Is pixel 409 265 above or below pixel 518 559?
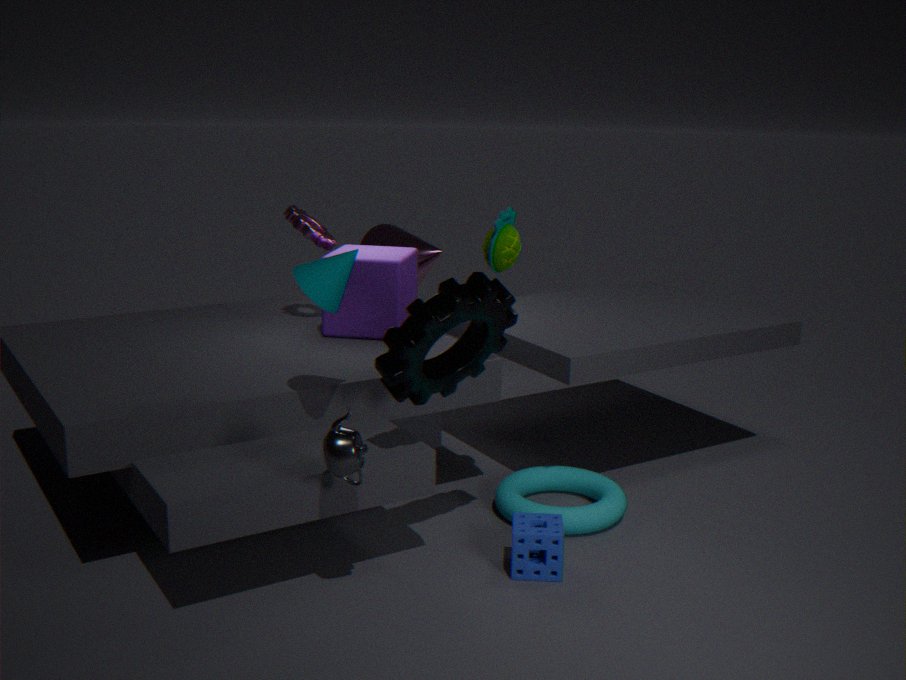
above
